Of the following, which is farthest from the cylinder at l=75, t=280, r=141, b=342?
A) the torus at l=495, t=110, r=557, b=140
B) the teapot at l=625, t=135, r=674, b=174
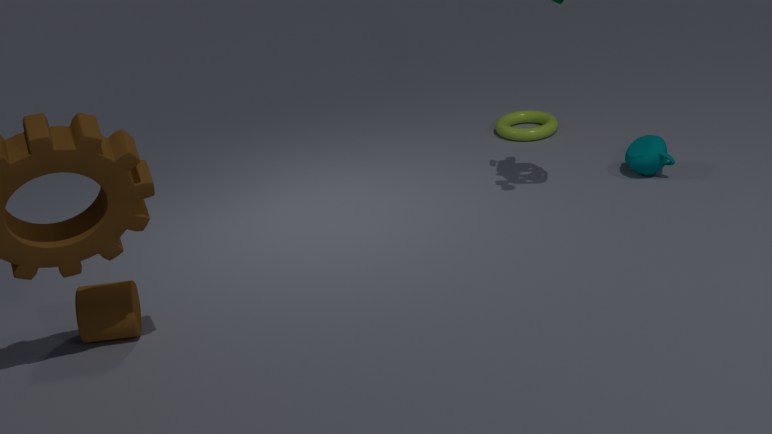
the teapot at l=625, t=135, r=674, b=174
